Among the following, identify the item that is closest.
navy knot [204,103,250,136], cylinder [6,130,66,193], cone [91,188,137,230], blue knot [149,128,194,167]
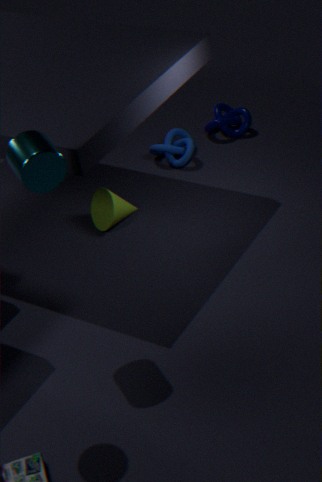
cylinder [6,130,66,193]
